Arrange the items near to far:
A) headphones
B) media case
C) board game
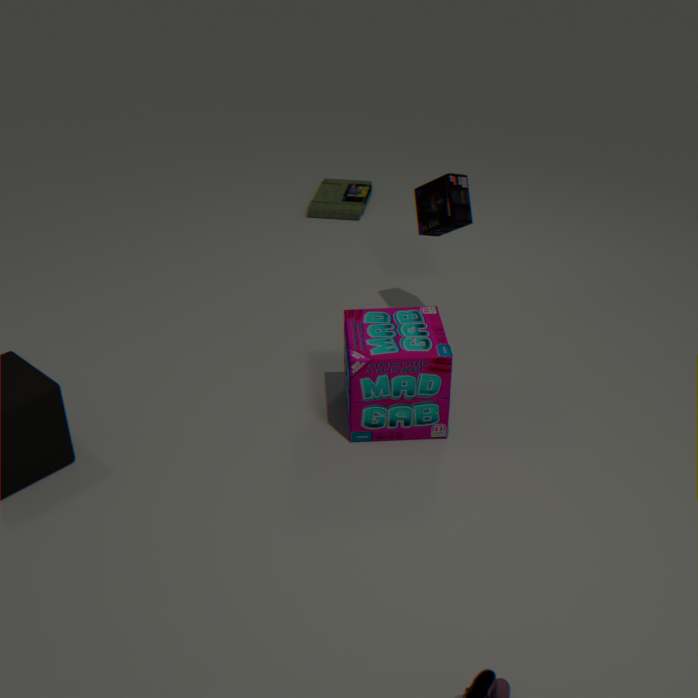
C. board game, A. headphones, B. media case
